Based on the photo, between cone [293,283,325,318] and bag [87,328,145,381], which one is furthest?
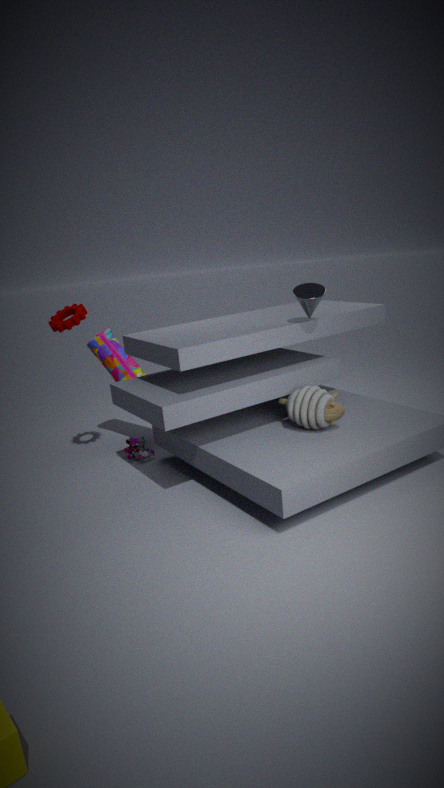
bag [87,328,145,381]
